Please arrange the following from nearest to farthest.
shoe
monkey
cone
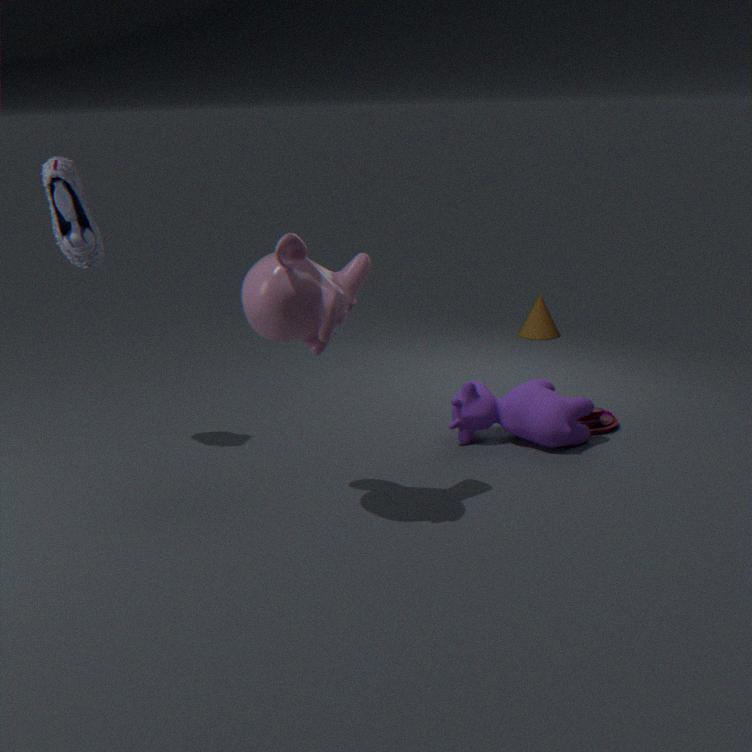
monkey → shoe → cone
